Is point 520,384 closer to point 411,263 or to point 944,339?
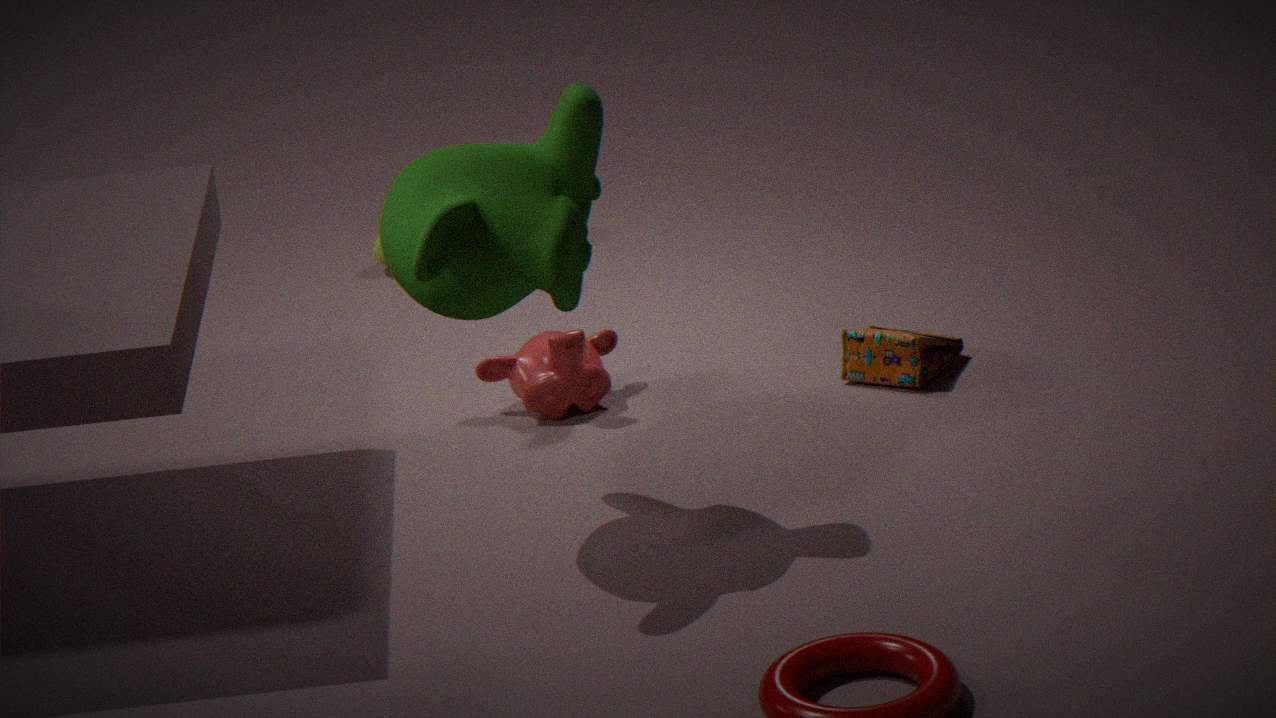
point 944,339
